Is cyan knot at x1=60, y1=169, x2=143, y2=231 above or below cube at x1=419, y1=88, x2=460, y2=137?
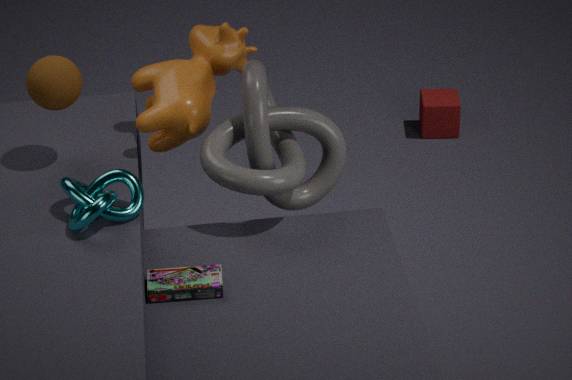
above
